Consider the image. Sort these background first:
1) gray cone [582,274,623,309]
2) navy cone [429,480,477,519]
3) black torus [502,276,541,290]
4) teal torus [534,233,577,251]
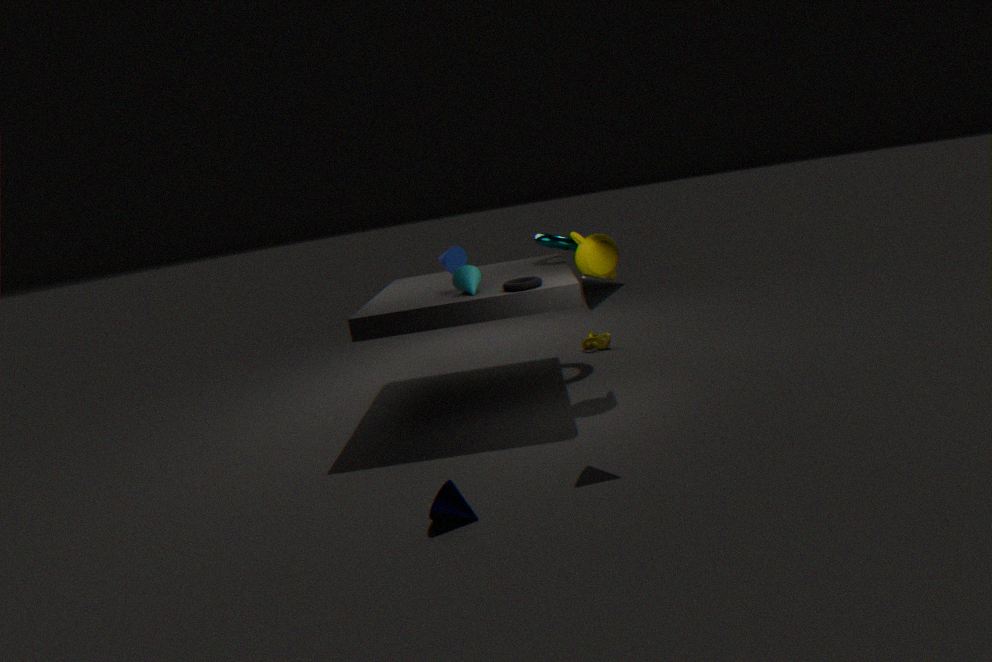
4. teal torus [534,233,577,251], 3. black torus [502,276,541,290], 1. gray cone [582,274,623,309], 2. navy cone [429,480,477,519]
